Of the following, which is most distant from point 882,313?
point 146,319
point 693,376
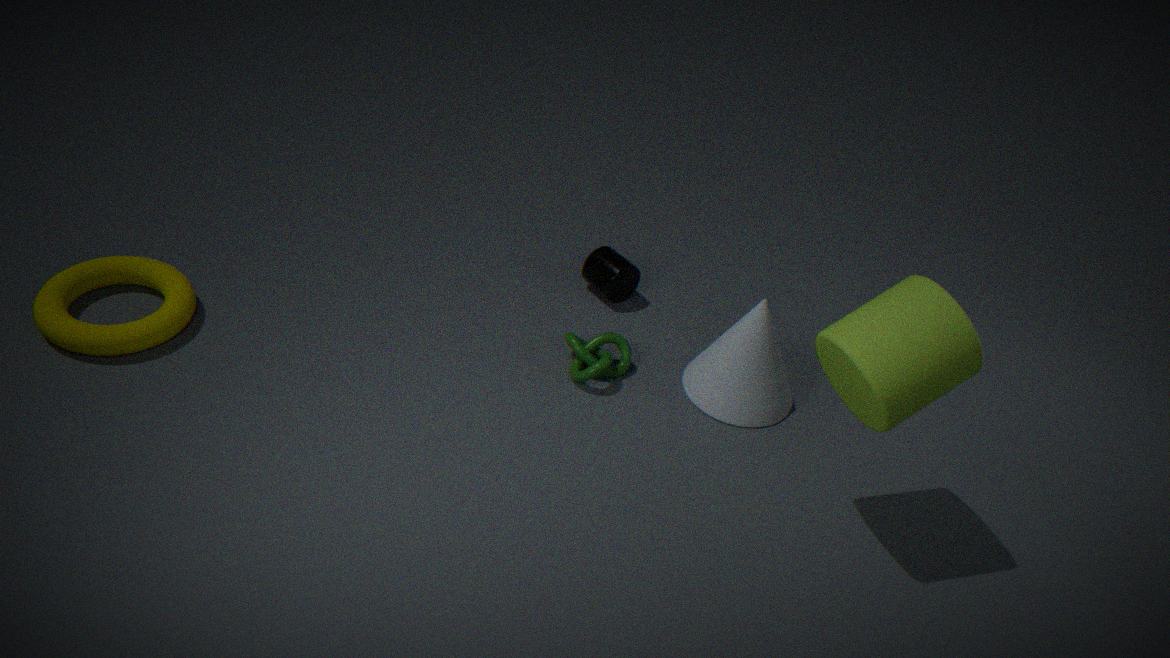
point 146,319
